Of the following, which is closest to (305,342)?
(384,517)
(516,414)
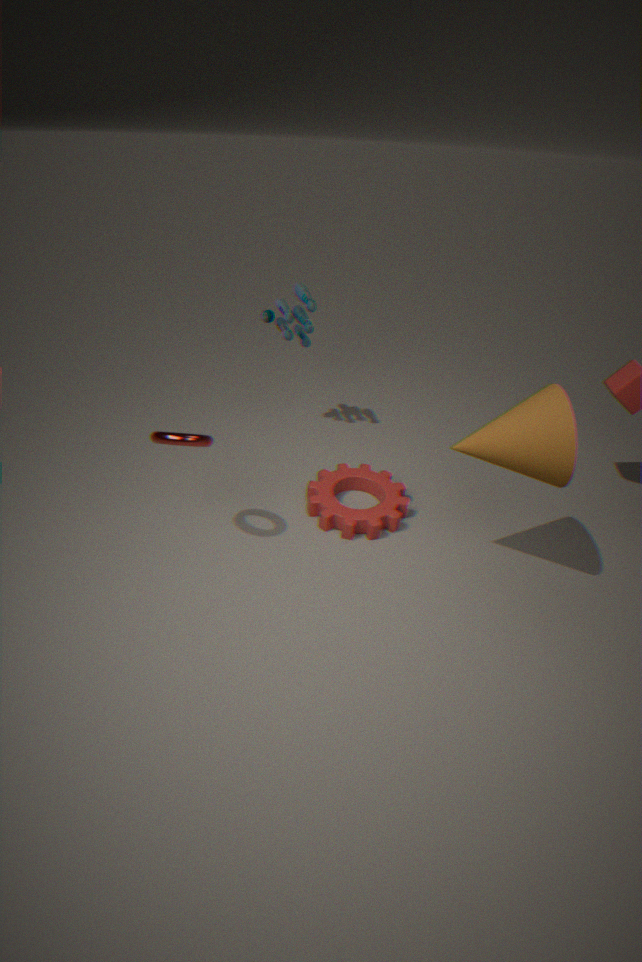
(384,517)
